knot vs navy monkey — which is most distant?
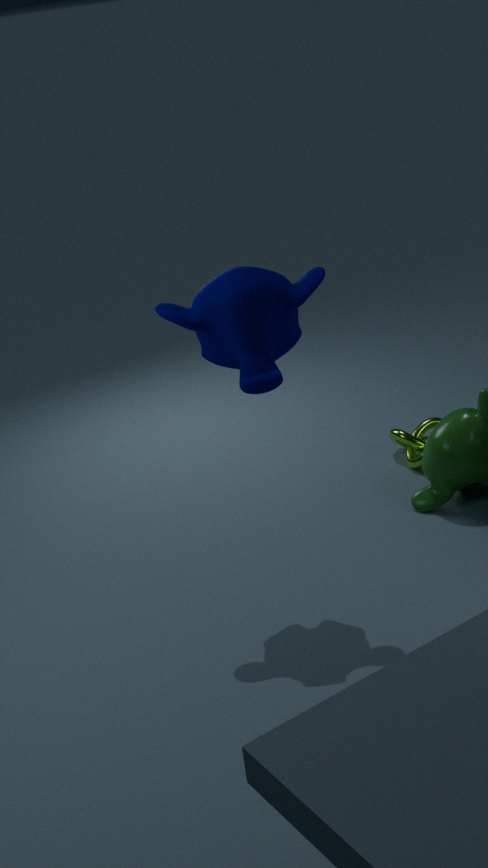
knot
